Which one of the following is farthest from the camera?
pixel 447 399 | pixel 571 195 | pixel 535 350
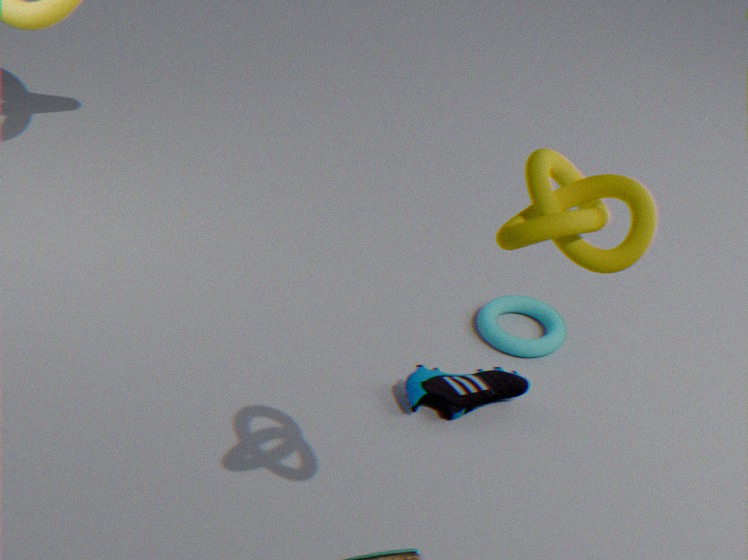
pixel 535 350
